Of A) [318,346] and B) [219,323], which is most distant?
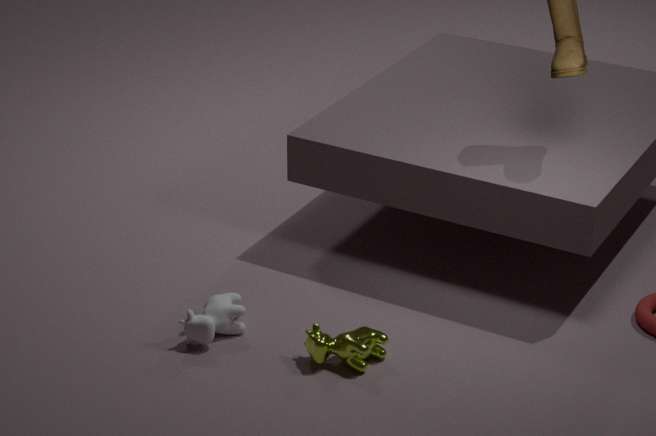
B. [219,323]
